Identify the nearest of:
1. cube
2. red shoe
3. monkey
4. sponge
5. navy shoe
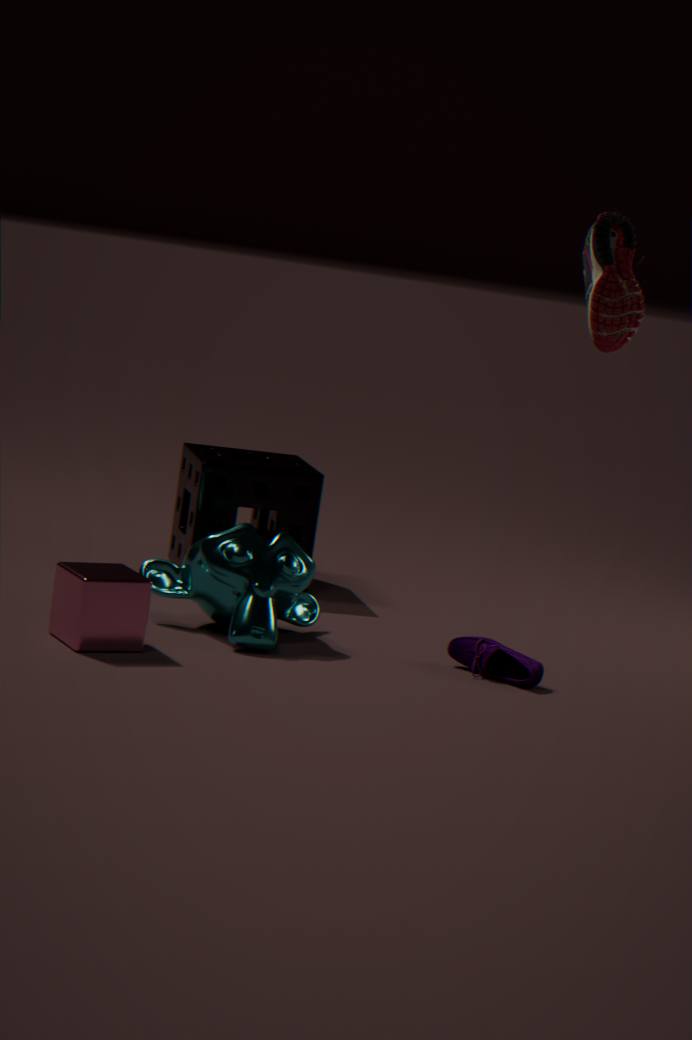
cube
